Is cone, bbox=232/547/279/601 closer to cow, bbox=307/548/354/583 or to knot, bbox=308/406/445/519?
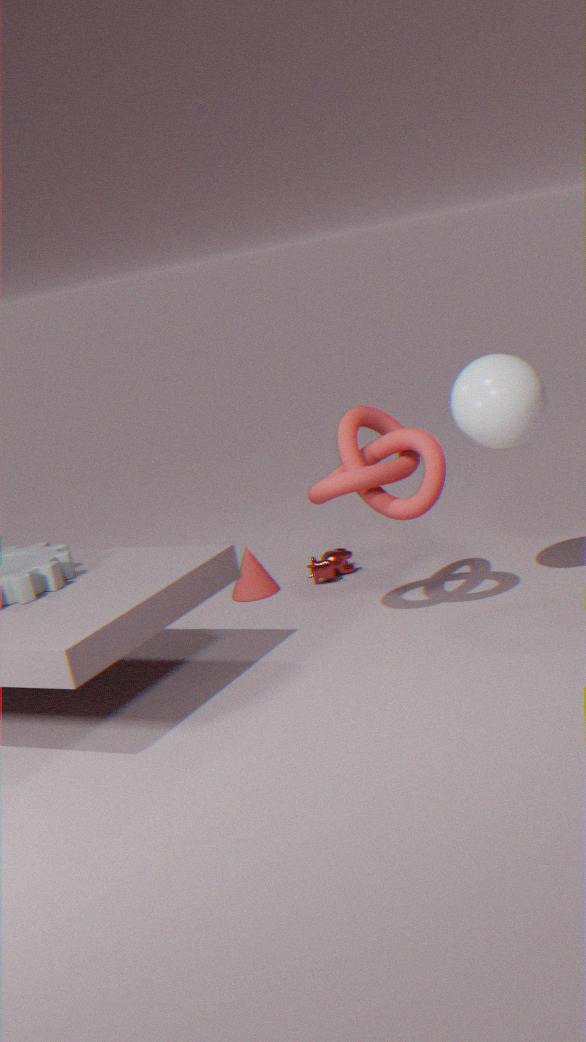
cow, bbox=307/548/354/583
